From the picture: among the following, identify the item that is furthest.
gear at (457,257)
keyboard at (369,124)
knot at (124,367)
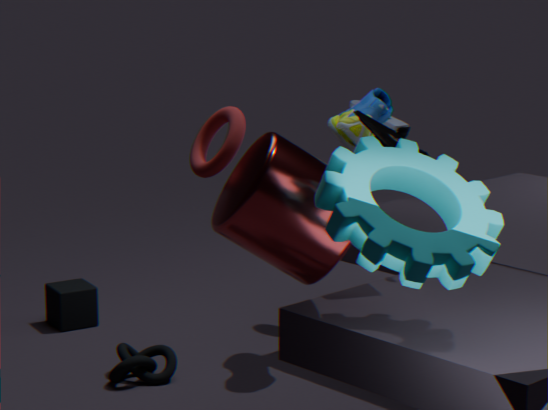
knot at (124,367)
